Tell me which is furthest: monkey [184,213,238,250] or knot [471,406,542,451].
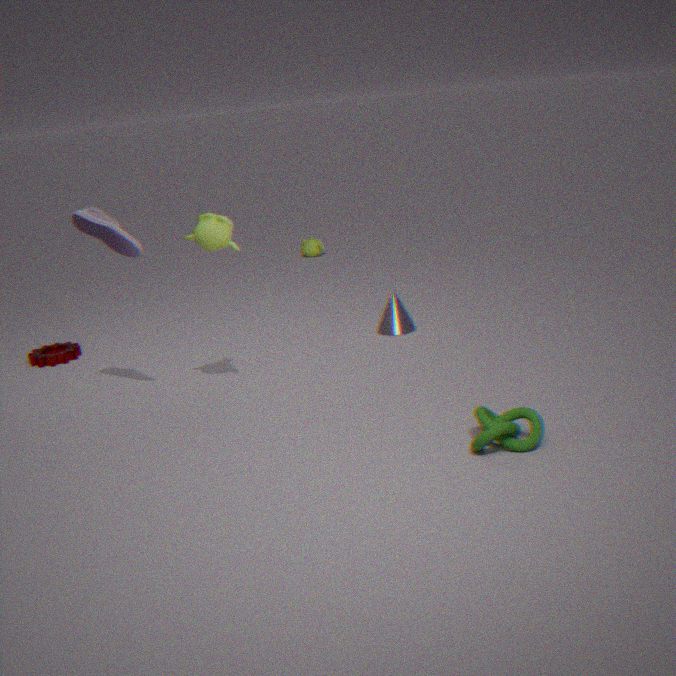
monkey [184,213,238,250]
